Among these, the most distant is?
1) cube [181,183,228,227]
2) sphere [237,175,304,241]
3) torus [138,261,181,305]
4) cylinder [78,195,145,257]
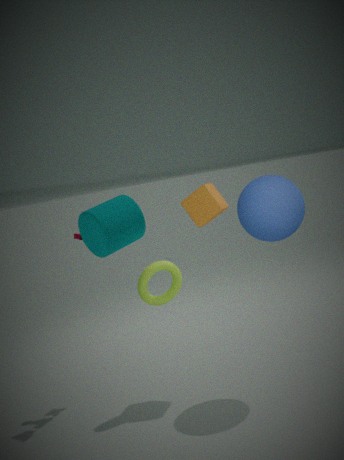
1. cube [181,183,228,227]
